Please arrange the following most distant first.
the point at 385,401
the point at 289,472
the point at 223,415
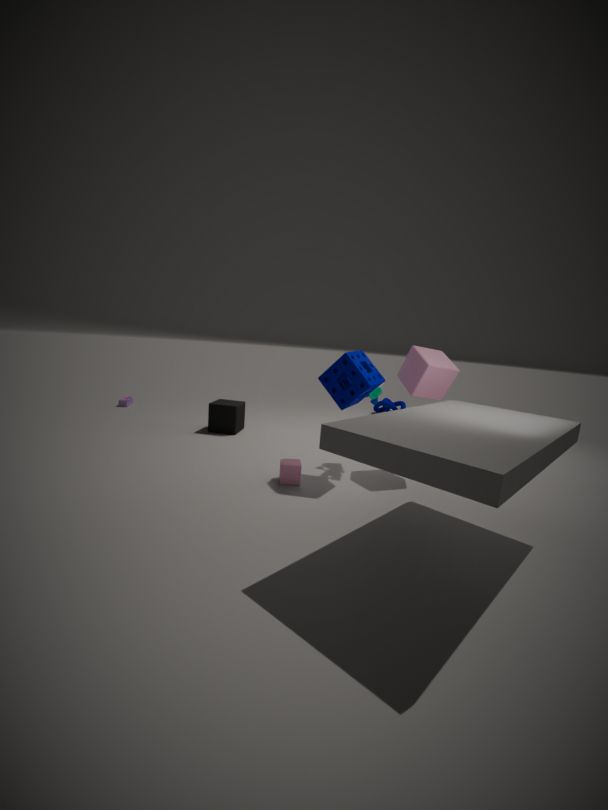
1. the point at 385,401
2. the point at 223,415
3. the point at 289,472
